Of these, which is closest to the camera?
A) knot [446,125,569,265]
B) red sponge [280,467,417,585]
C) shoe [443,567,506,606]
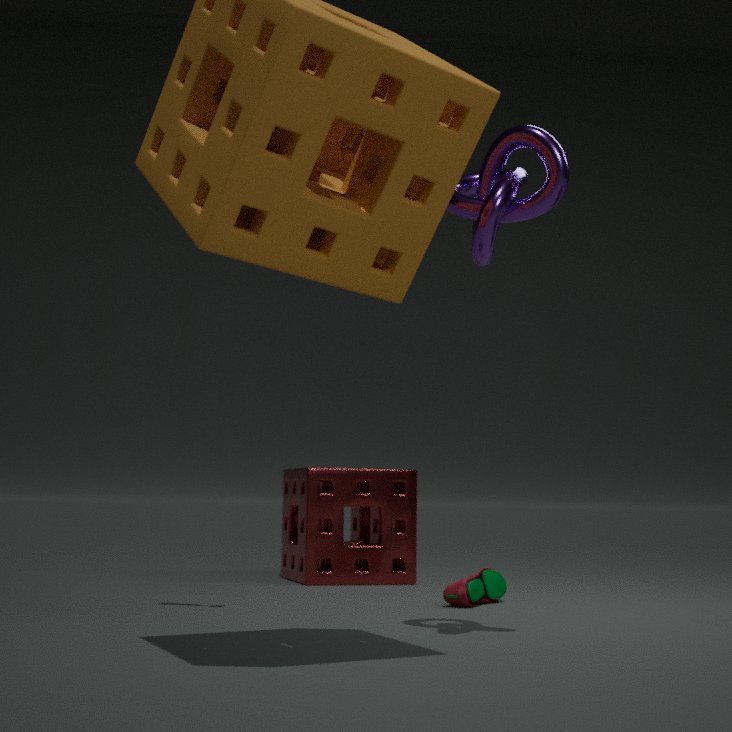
knot [446,125,569,265]
